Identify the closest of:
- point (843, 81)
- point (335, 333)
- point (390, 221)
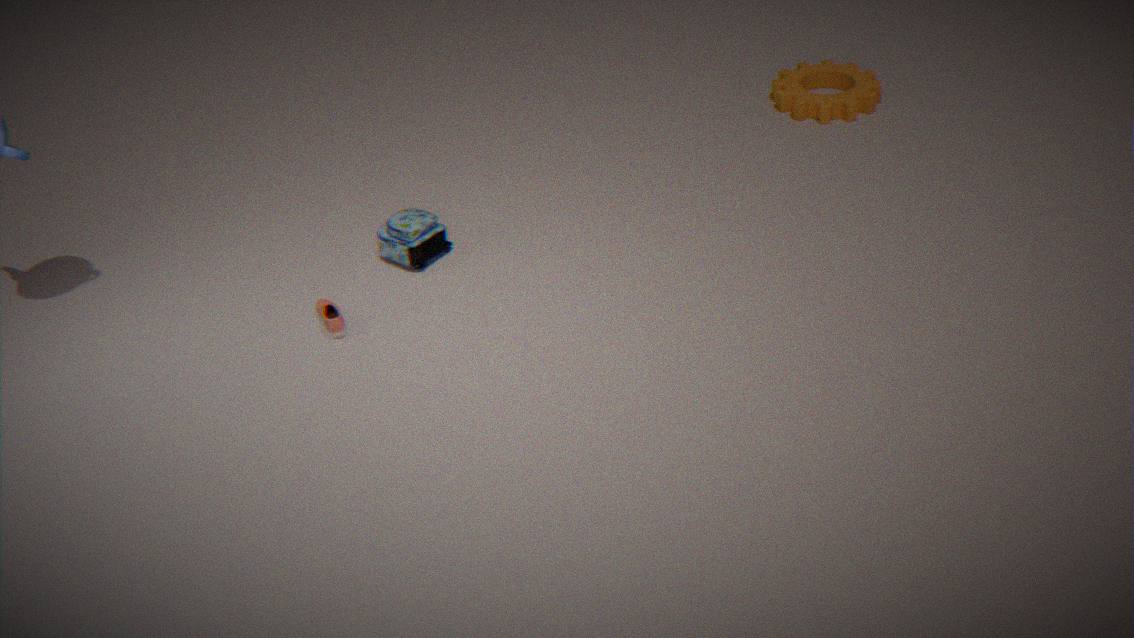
point (335, 333)
